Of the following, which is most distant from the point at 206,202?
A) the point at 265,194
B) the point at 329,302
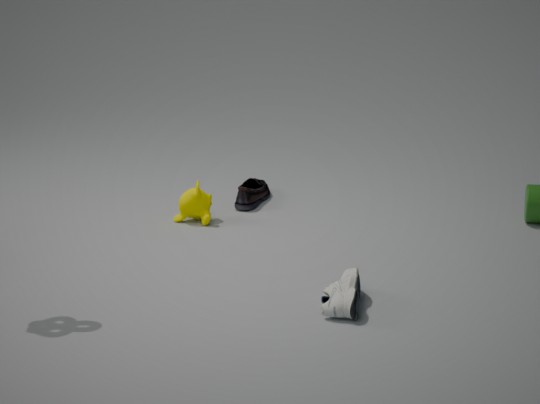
the point at 329,302
